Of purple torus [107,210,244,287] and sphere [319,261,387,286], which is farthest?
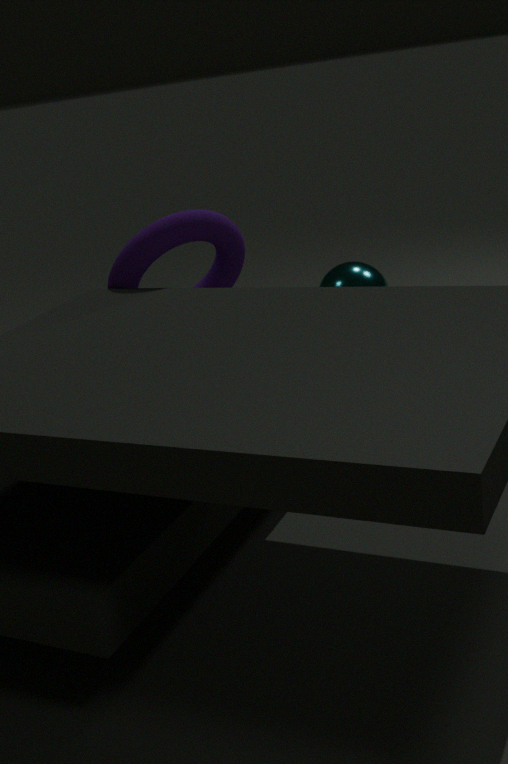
sphere [319,261,387,286]
